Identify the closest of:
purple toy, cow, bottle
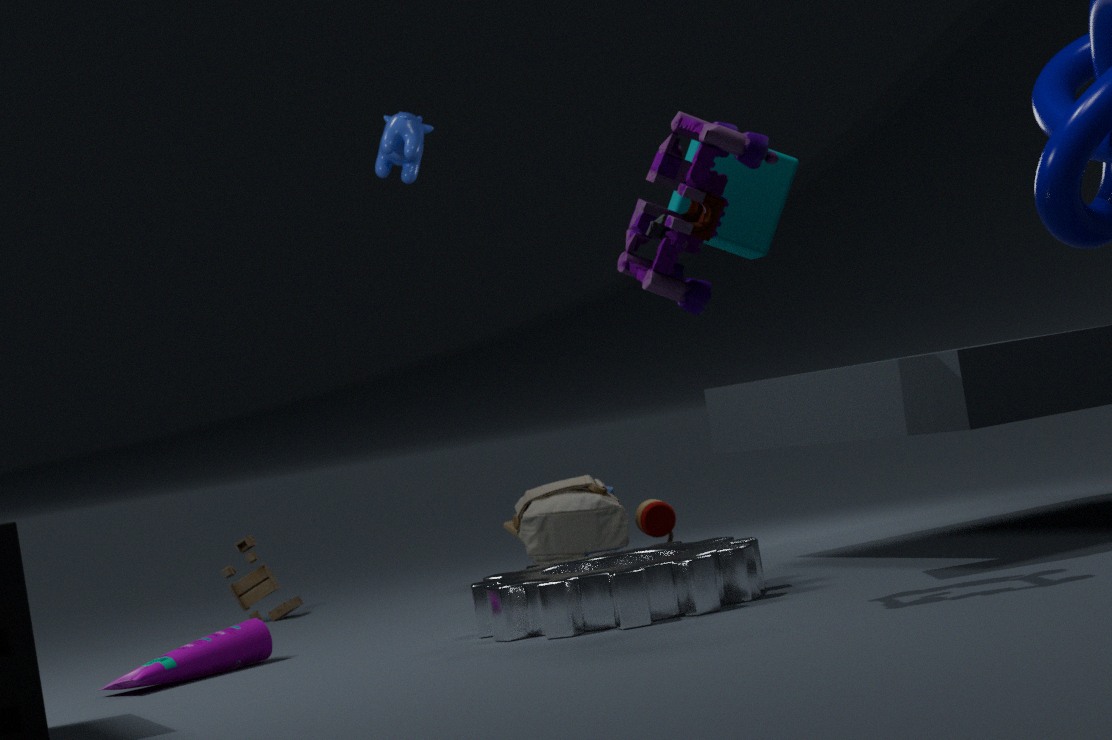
purple toy
